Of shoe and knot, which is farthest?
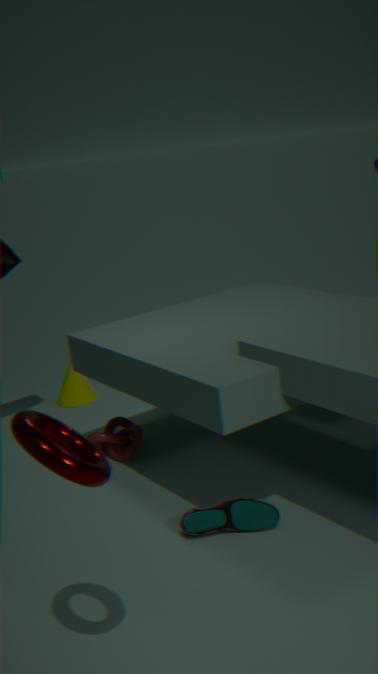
knot
